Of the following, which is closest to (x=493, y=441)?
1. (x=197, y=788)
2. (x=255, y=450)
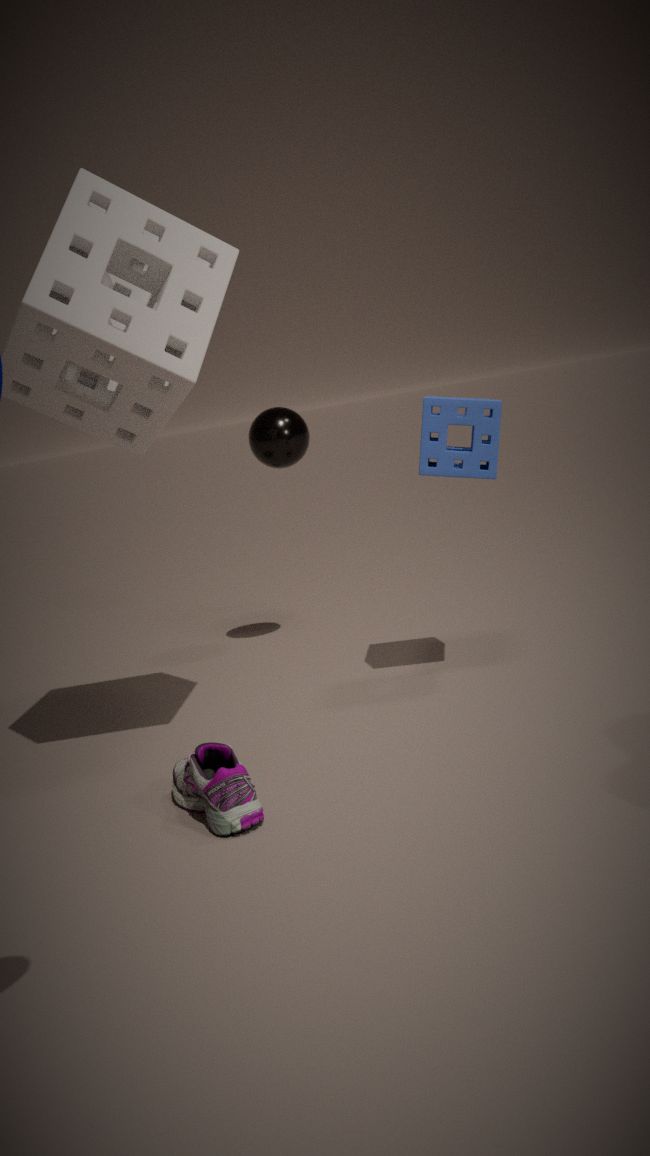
(x=255, y=450)
